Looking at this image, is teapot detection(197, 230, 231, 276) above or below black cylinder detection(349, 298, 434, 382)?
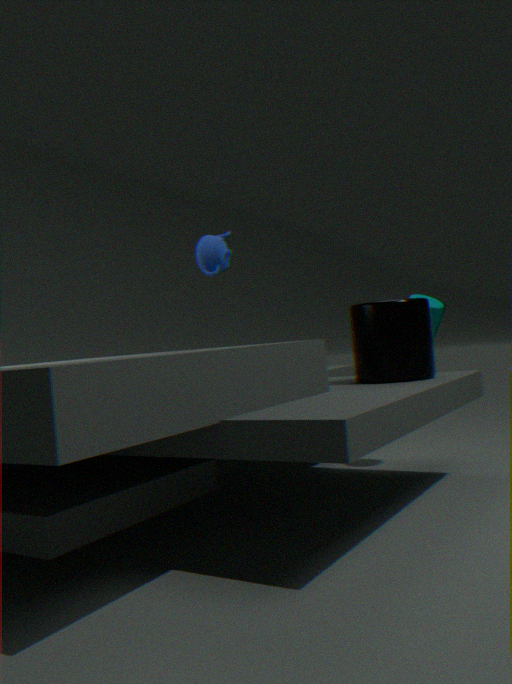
above
